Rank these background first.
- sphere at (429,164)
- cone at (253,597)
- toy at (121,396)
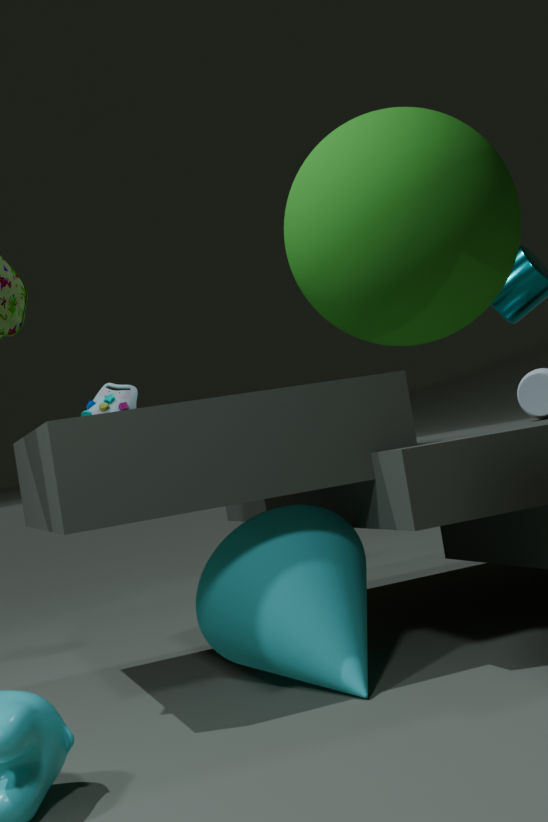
toy at (121,396), cone at (253,597), sphere at (429,164)
